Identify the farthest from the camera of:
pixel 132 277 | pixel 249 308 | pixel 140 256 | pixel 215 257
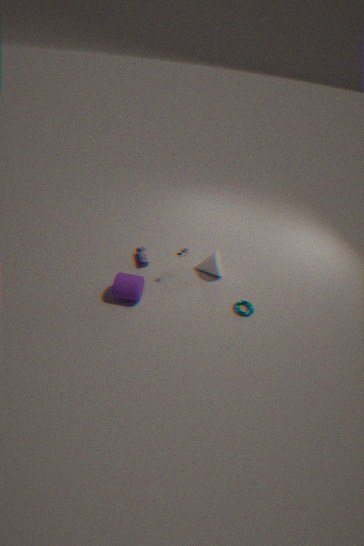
pixel 140 256
